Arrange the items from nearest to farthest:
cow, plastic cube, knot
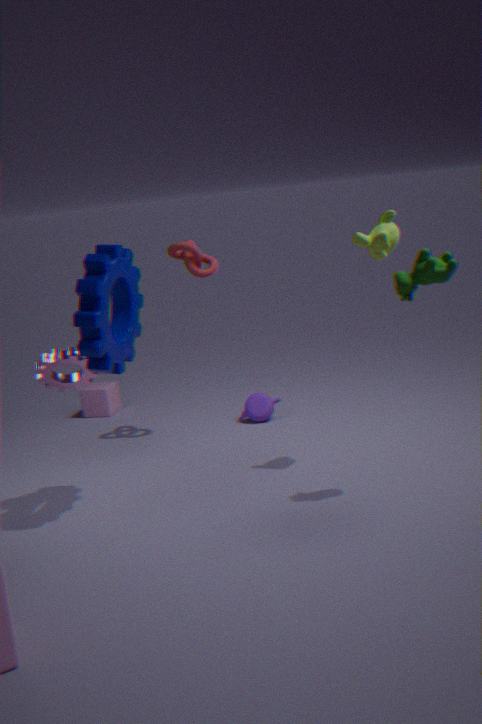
cow → knot → plastic cube
